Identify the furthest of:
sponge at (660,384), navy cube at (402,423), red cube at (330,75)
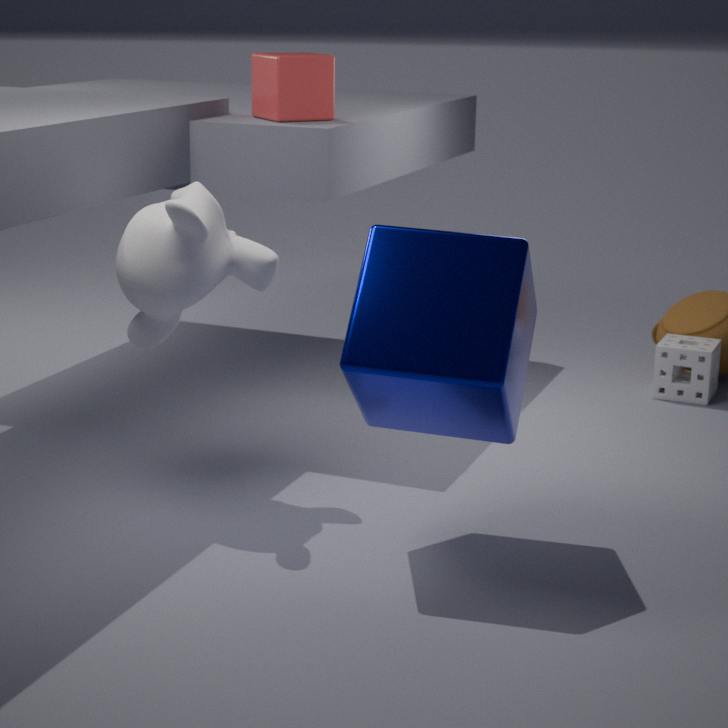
sponge at (660,384)
